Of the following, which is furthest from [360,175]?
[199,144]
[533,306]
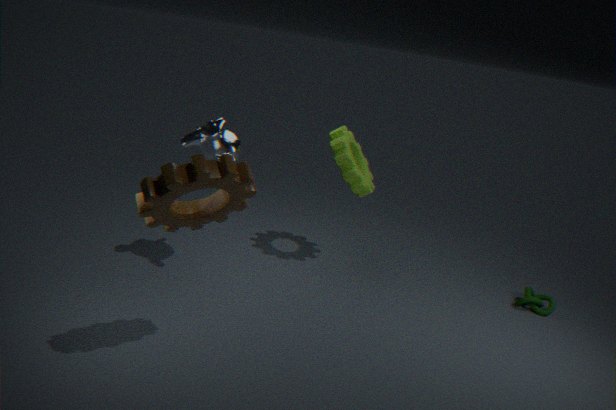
[533,306]
